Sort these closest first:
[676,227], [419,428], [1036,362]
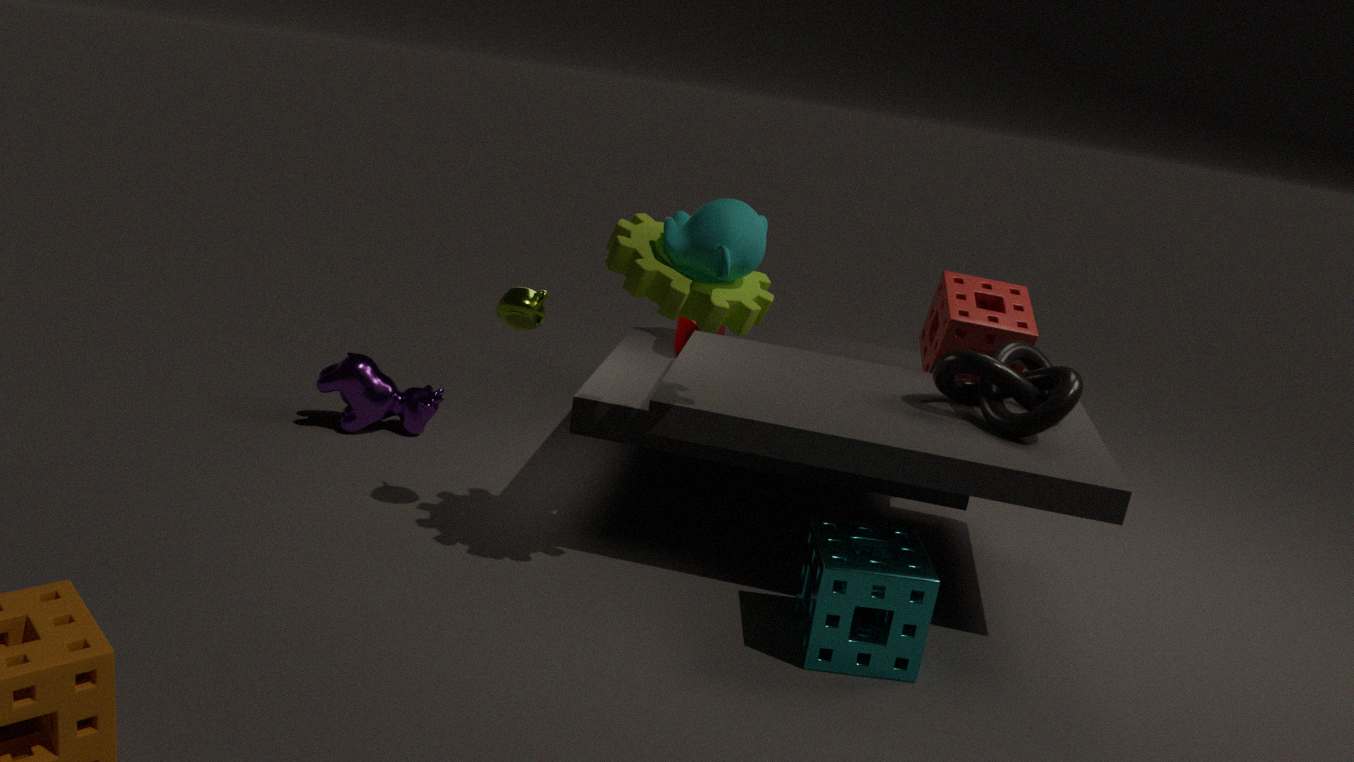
[676,227], [1036,362], [419,428]
